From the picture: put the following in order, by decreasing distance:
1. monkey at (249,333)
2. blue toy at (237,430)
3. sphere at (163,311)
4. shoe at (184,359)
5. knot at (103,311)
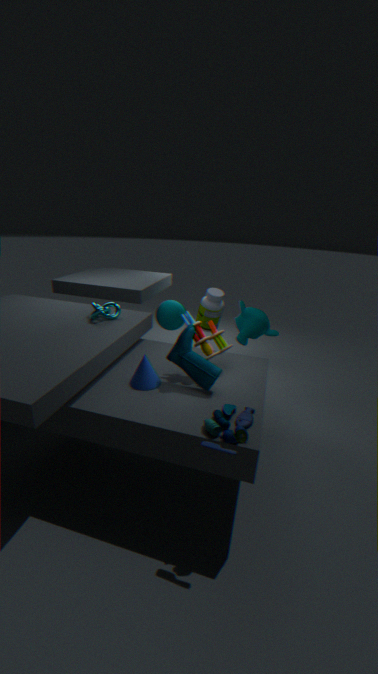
sphere at (163,311), monkey at (249,333), knot at (103,311), shoe at (184,359), blue toy at (237,430)
